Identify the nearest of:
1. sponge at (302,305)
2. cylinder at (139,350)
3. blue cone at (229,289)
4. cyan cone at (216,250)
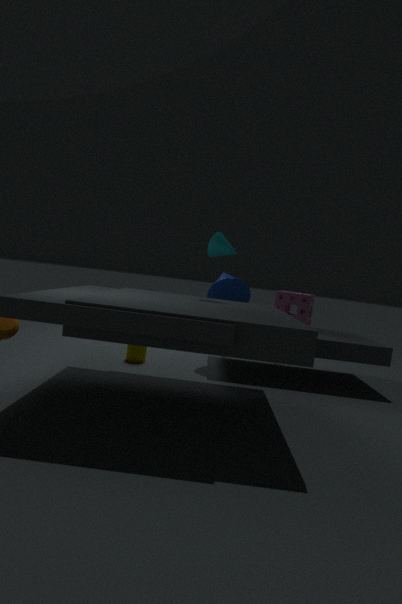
cyan cone at (216,250)
